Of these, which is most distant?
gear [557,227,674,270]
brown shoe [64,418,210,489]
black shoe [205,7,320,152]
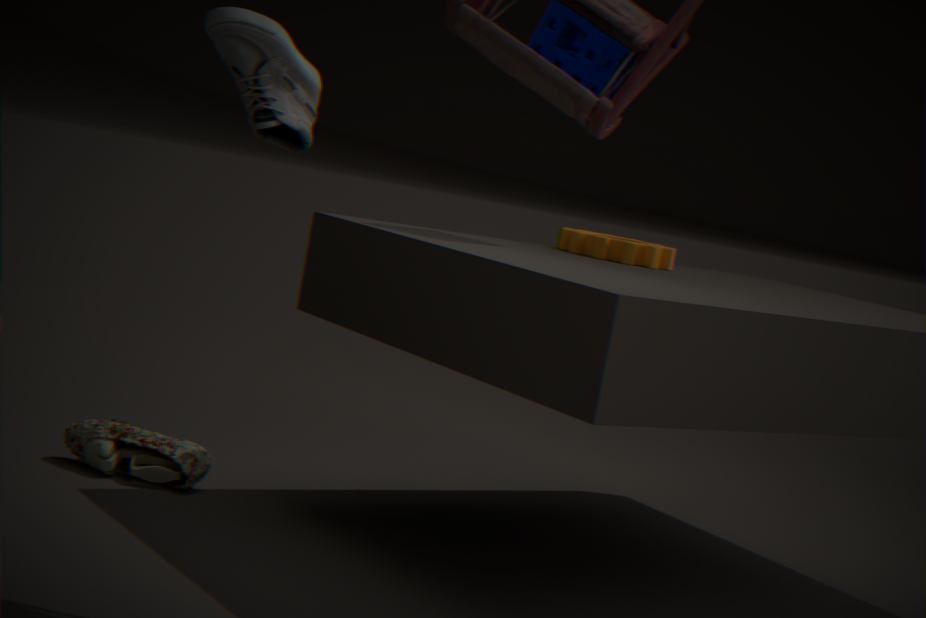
gear [557,227,674,270]
